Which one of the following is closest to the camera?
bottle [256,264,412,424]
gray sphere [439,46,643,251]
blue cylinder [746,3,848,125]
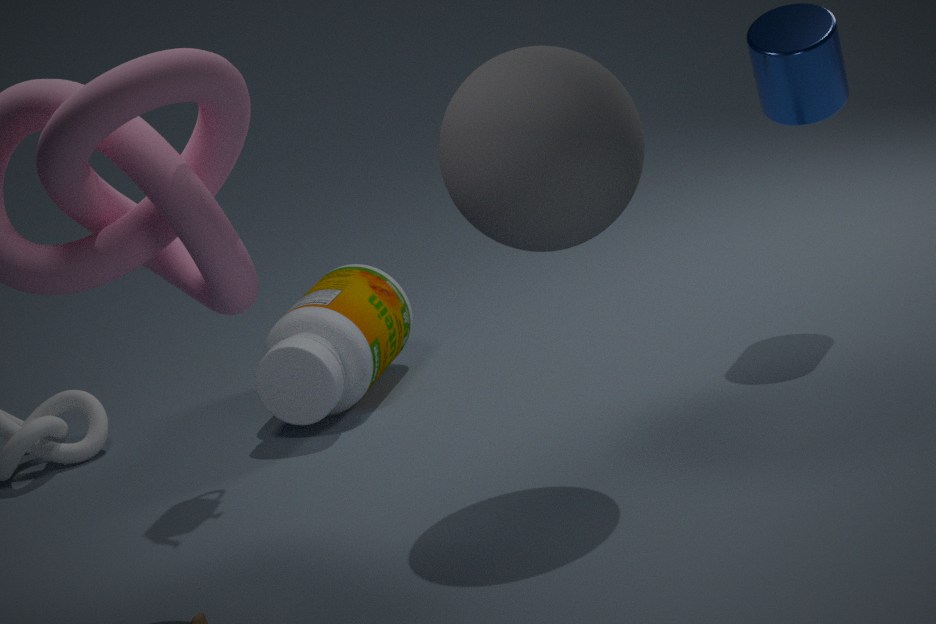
gray sphere [439,46,643,251]
